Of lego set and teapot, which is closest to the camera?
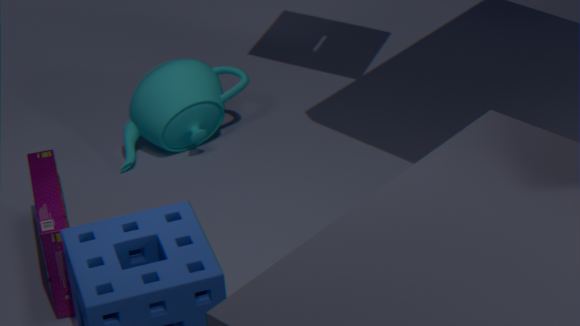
lego set
